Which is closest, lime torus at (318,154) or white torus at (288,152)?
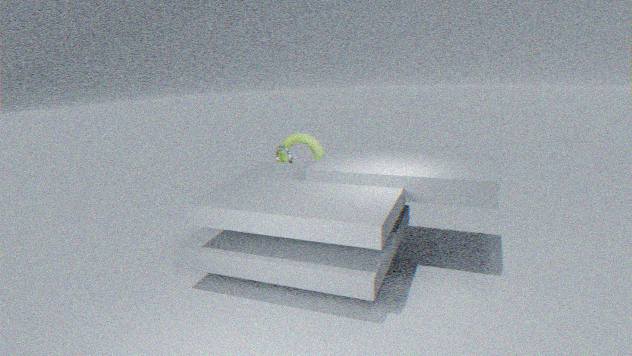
lime torus at (318,154)
